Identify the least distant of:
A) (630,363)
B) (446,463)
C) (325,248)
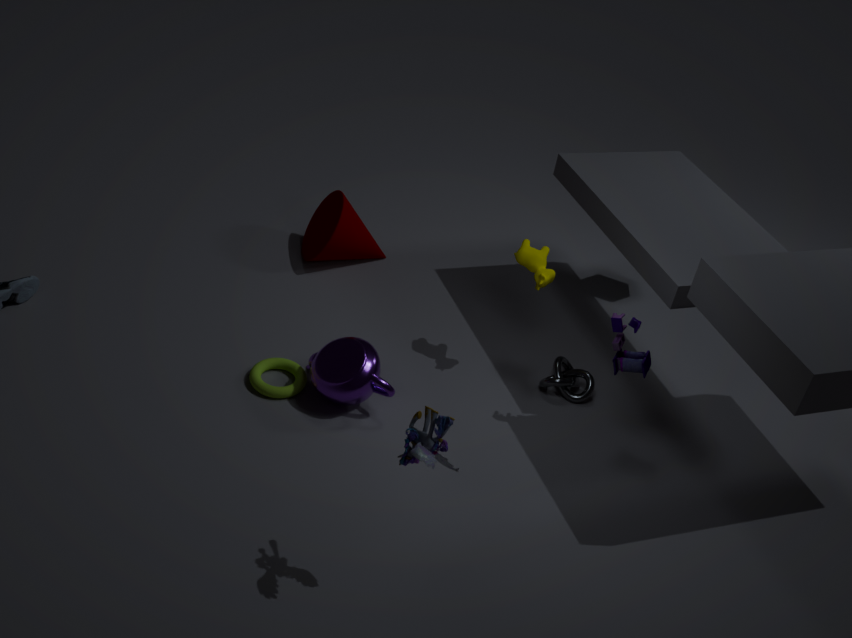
(446,463)
